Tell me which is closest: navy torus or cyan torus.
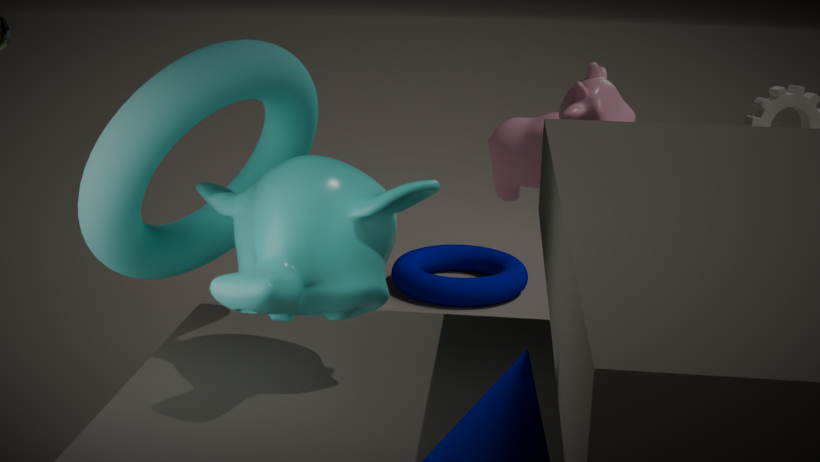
cyan torus
